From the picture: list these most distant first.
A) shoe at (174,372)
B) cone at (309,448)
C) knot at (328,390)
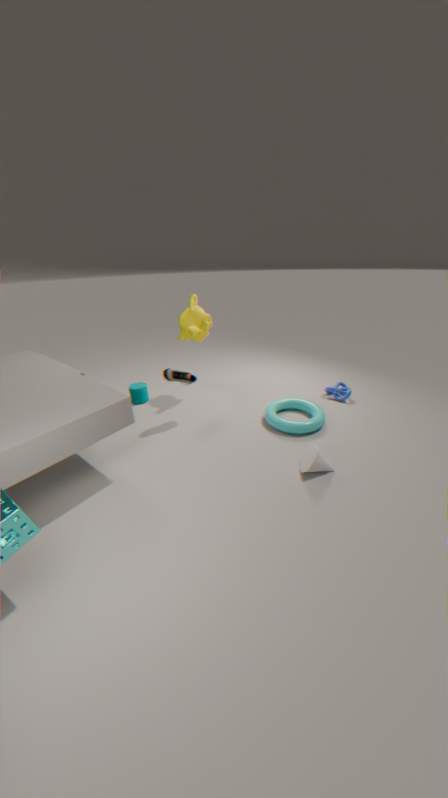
1. knot at (328,390)
2. shoe at (174,372)
3. cone at (309,448)
